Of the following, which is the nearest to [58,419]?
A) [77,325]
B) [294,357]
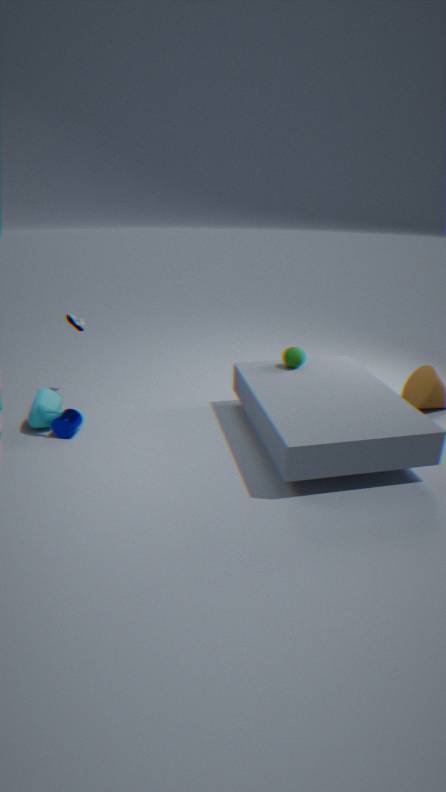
[77,325]
